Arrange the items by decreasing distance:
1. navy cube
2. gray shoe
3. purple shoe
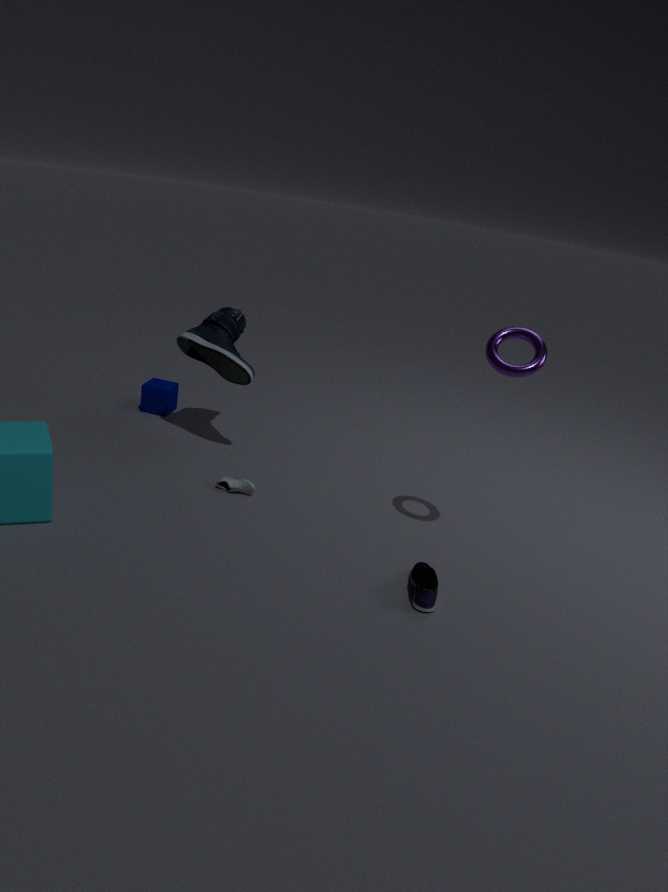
navy cube → gray shoe → purple shoe
